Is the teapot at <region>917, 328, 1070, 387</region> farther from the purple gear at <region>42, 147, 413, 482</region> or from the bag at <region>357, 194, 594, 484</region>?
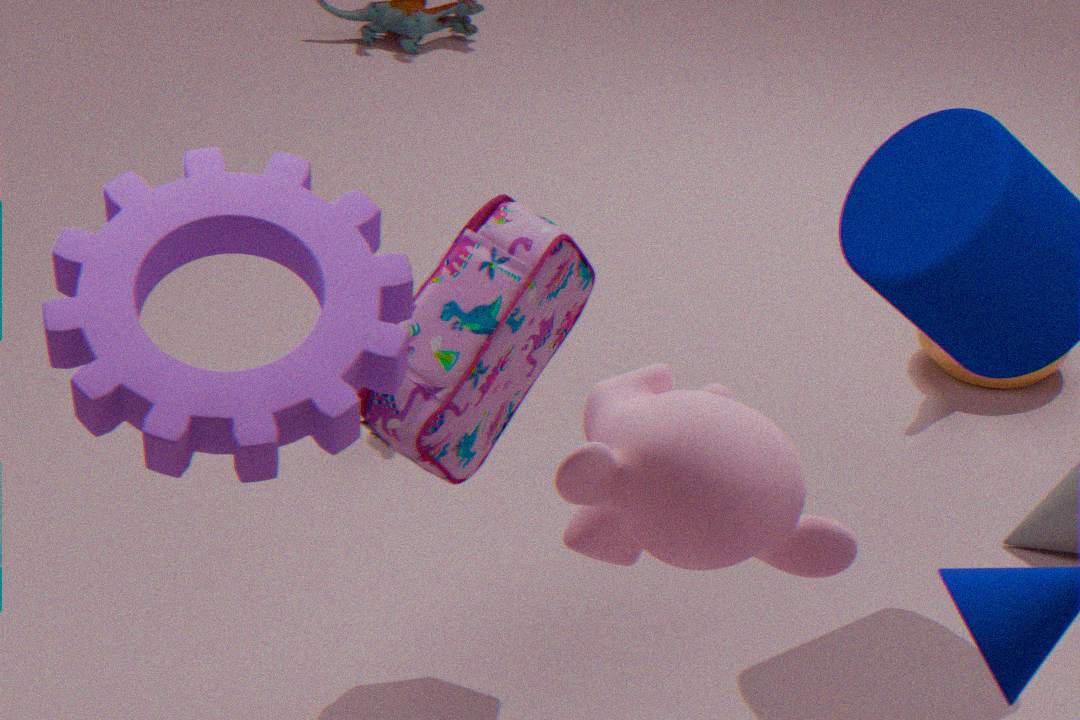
the purple gear at <region>42, 147, 413, 482</region>
